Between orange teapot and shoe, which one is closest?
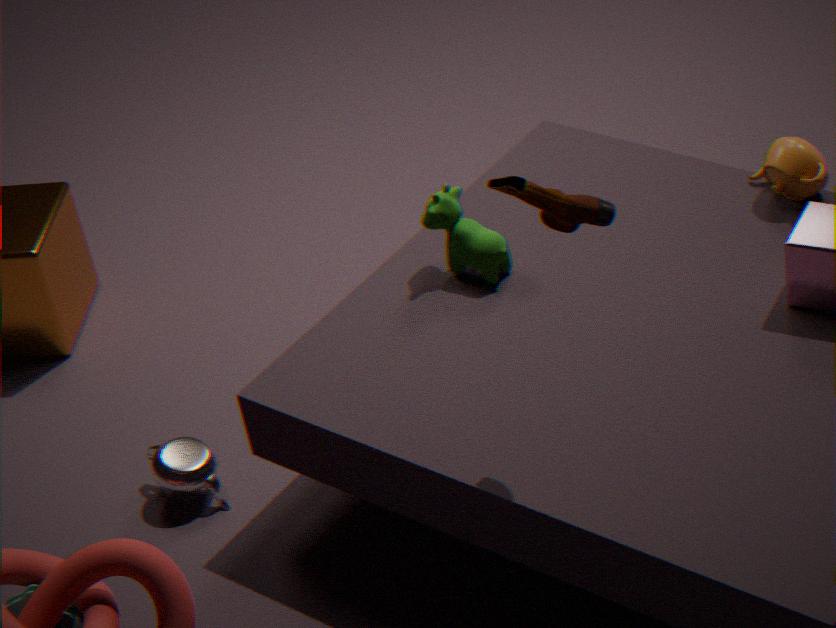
shoe
